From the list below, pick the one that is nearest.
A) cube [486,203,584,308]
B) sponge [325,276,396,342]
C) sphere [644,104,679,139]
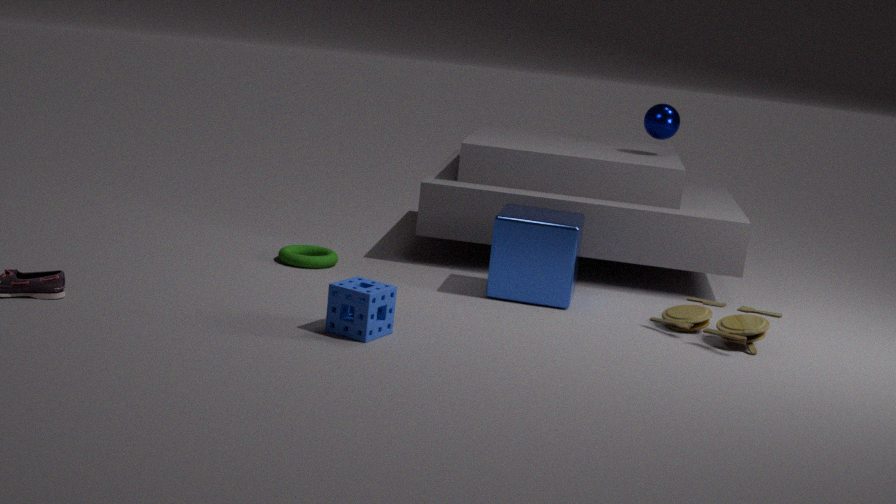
sponge [325,276,396,342]
